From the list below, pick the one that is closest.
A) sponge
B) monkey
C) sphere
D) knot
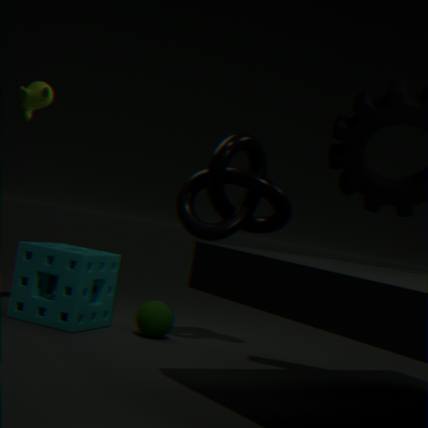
knot
